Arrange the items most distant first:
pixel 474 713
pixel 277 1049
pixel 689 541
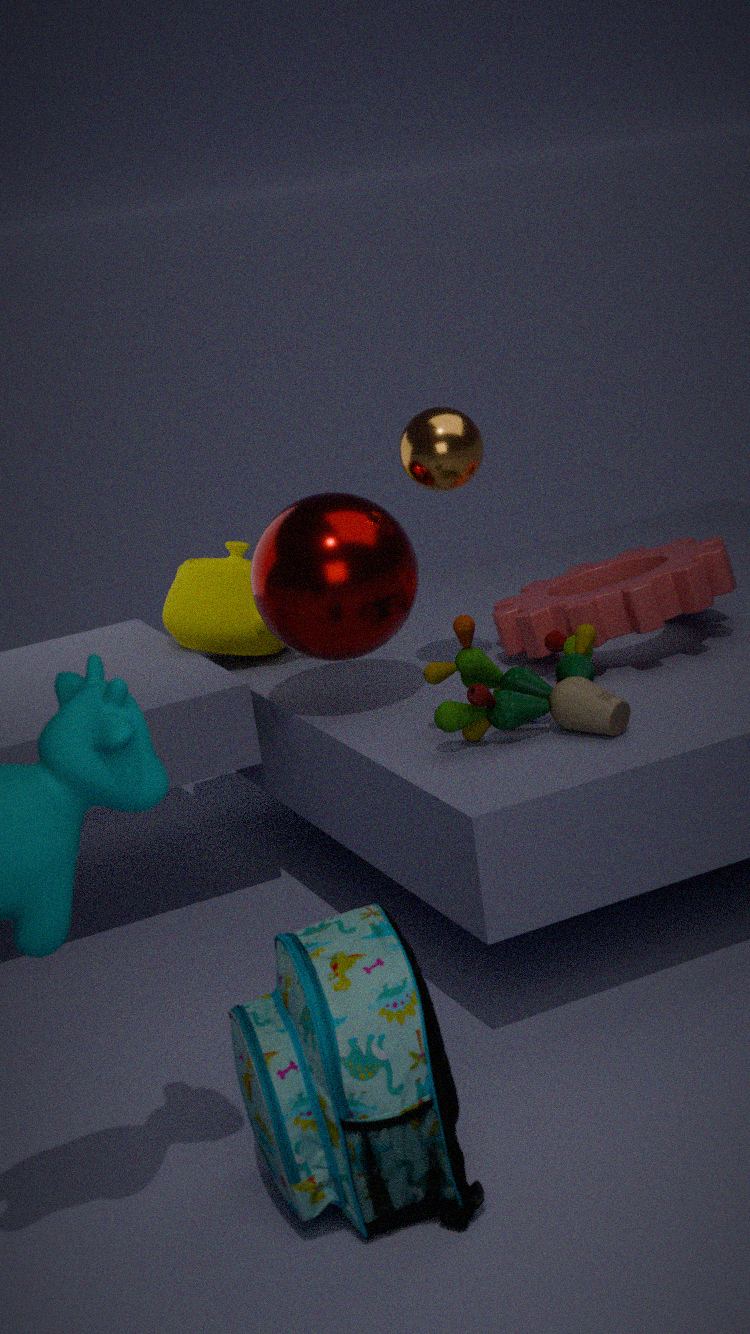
1. pixel 689 541
2. pixel 474 713
3. pixel 277 1049
